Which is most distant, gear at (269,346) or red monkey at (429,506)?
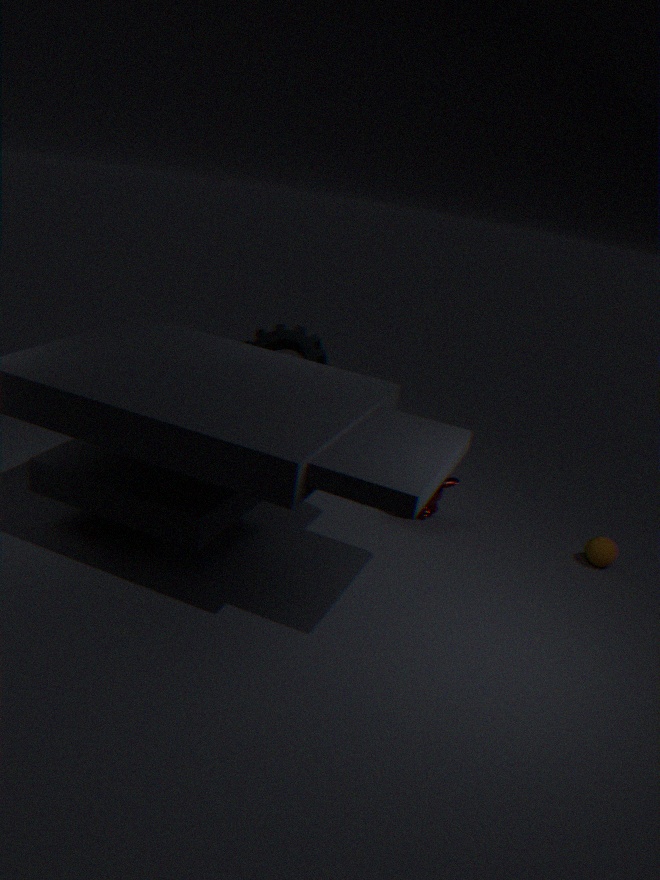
gear at (269,346)
